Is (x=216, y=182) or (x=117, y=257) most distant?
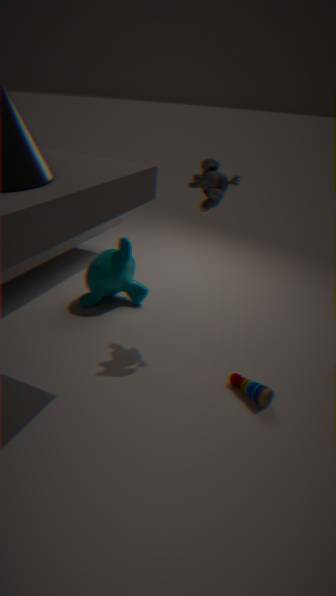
(x=117, y=257)
